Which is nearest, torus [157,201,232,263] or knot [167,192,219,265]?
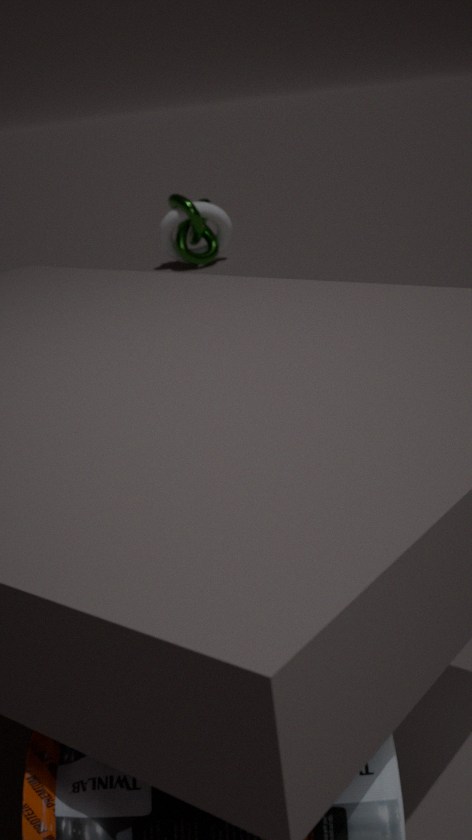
knot [167,192,219,265]
